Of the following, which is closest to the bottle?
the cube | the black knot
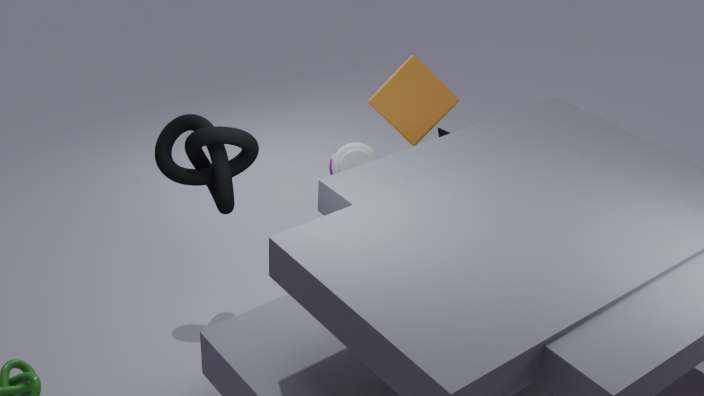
the cube
